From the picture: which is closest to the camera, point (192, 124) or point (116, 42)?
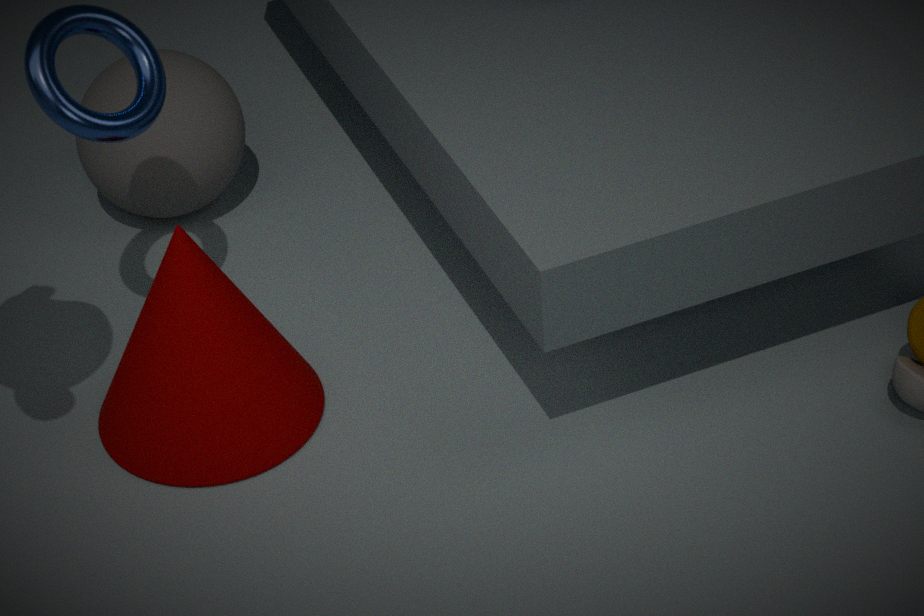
point (116, 42)
